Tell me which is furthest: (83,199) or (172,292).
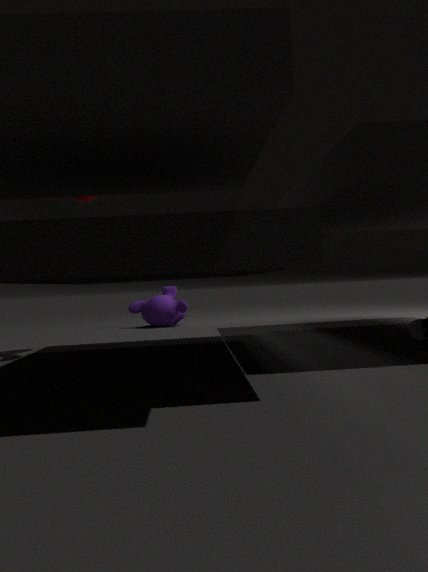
(172,292)
